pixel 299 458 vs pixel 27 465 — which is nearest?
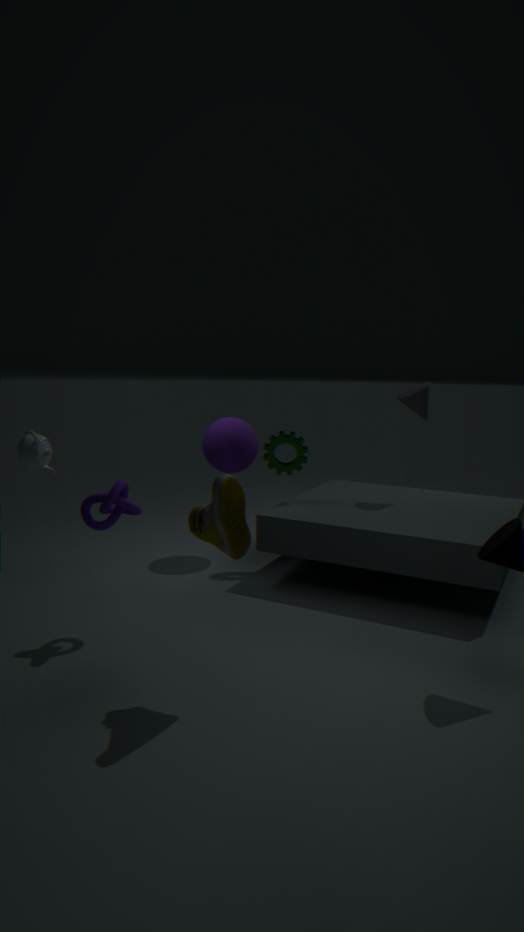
pixel 27 465
